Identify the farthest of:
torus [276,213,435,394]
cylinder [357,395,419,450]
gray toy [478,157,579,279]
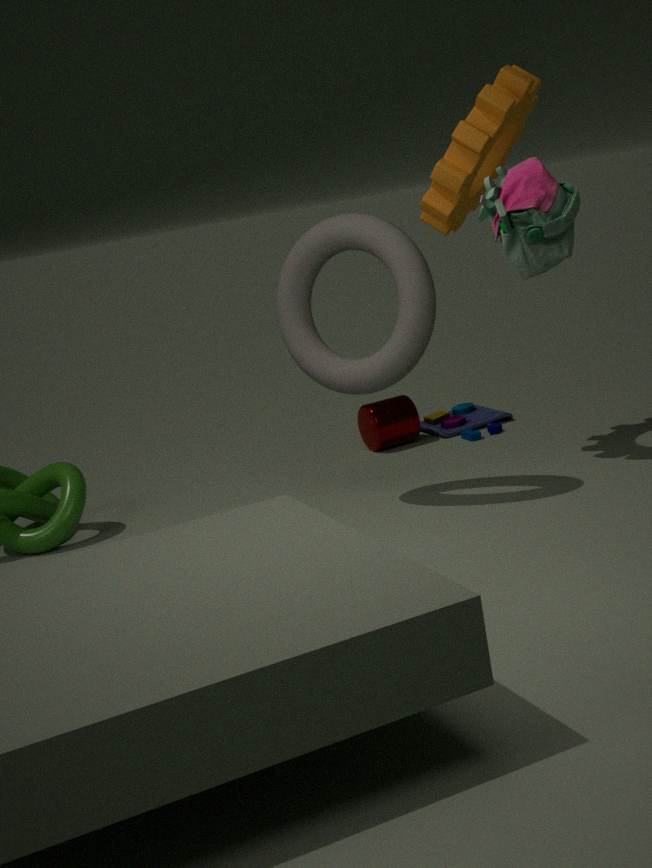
cylinder [357,395,419,450]
